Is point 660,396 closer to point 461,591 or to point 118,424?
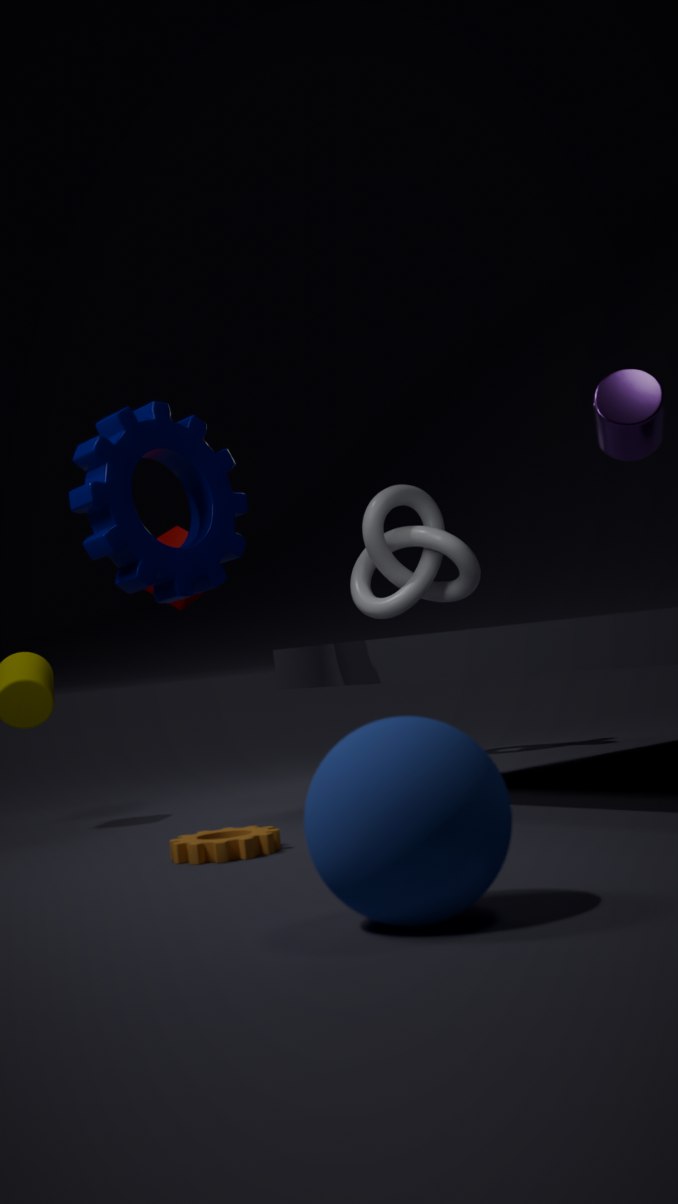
point 118,424
